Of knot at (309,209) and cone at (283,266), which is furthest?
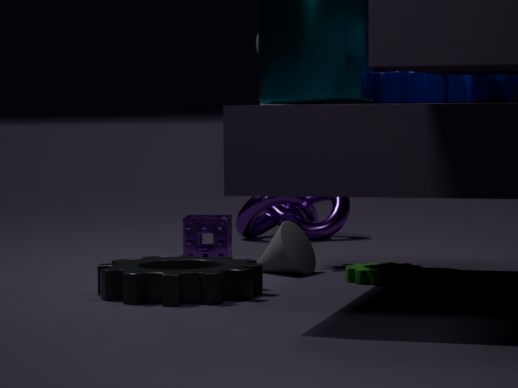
knot at (309,209)
